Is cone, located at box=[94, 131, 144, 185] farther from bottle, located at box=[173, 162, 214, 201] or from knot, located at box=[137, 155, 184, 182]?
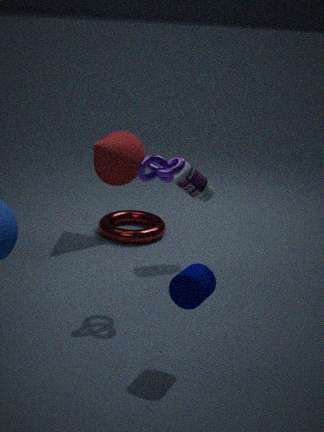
knot, located at box=[137, 155, 184, 182]
